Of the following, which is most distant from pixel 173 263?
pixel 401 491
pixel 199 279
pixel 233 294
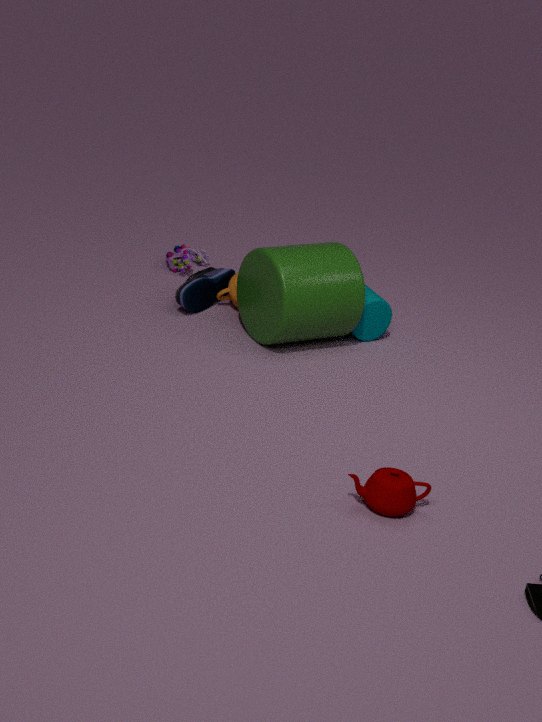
pixel 401 491
